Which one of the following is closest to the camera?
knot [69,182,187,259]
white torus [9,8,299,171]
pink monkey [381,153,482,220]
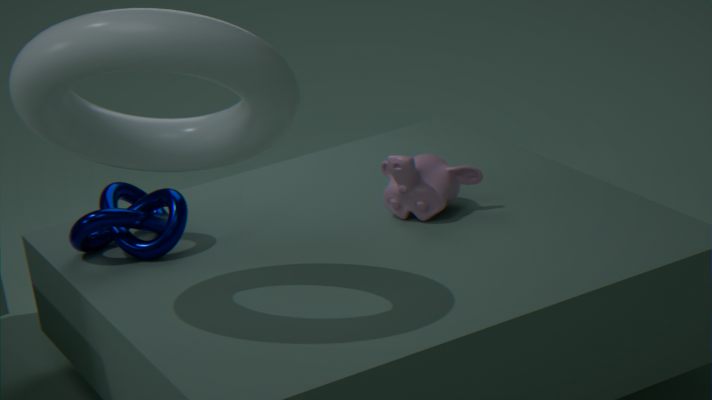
white torus [9,8,299,171]
